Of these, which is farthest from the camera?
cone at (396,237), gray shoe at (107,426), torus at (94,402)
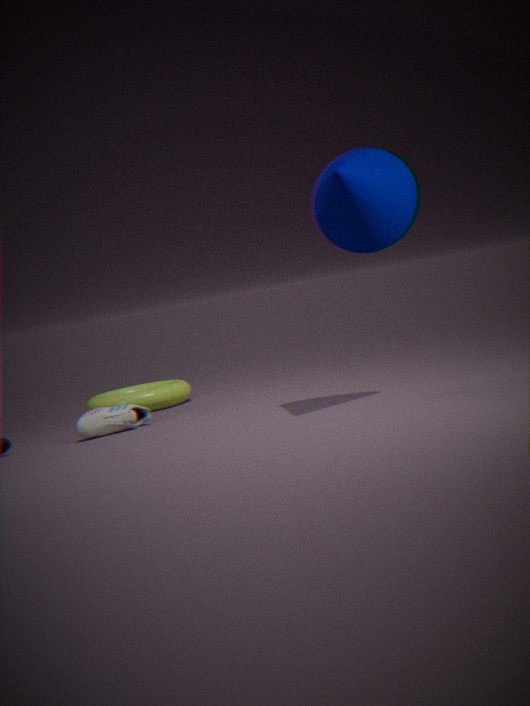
torus at (94,402)
